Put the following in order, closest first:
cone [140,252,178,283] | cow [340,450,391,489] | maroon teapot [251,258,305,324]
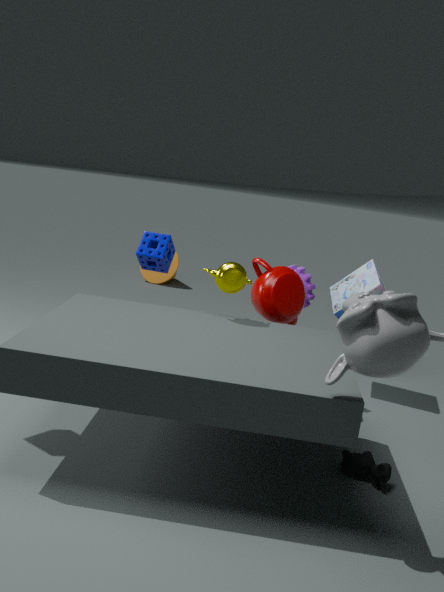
cow [340,450,391,489] → maroon teapot [251,258,305,324] → cone [140,252,178,283]
